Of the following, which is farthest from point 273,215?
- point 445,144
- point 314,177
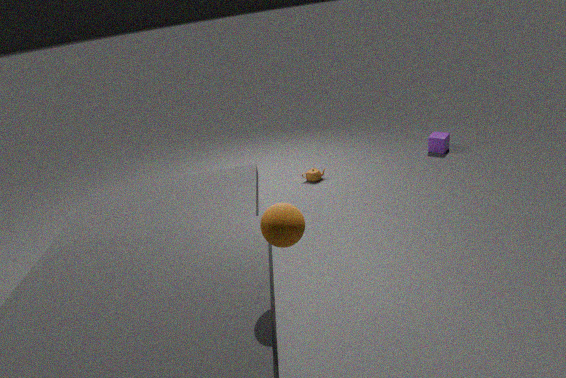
point 445,144
